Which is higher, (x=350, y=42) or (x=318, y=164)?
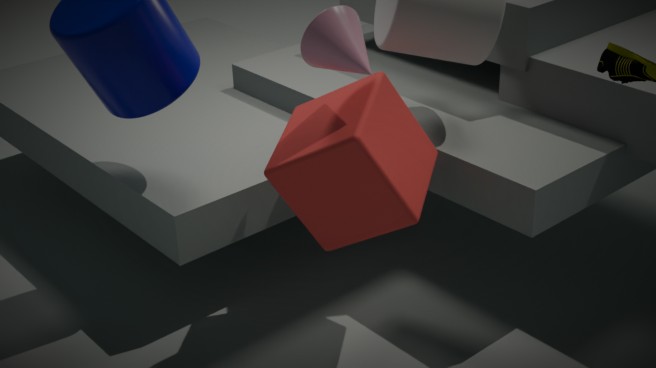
(x=350, y=42)
